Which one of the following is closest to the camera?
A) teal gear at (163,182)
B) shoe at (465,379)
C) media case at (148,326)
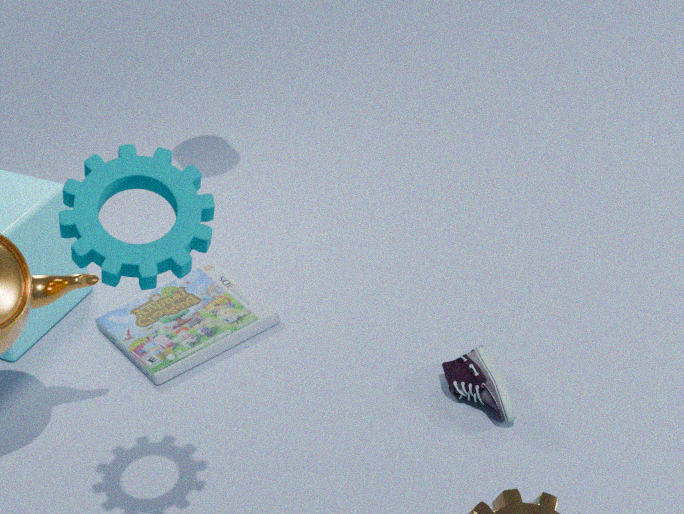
teal gear at (163,182)
